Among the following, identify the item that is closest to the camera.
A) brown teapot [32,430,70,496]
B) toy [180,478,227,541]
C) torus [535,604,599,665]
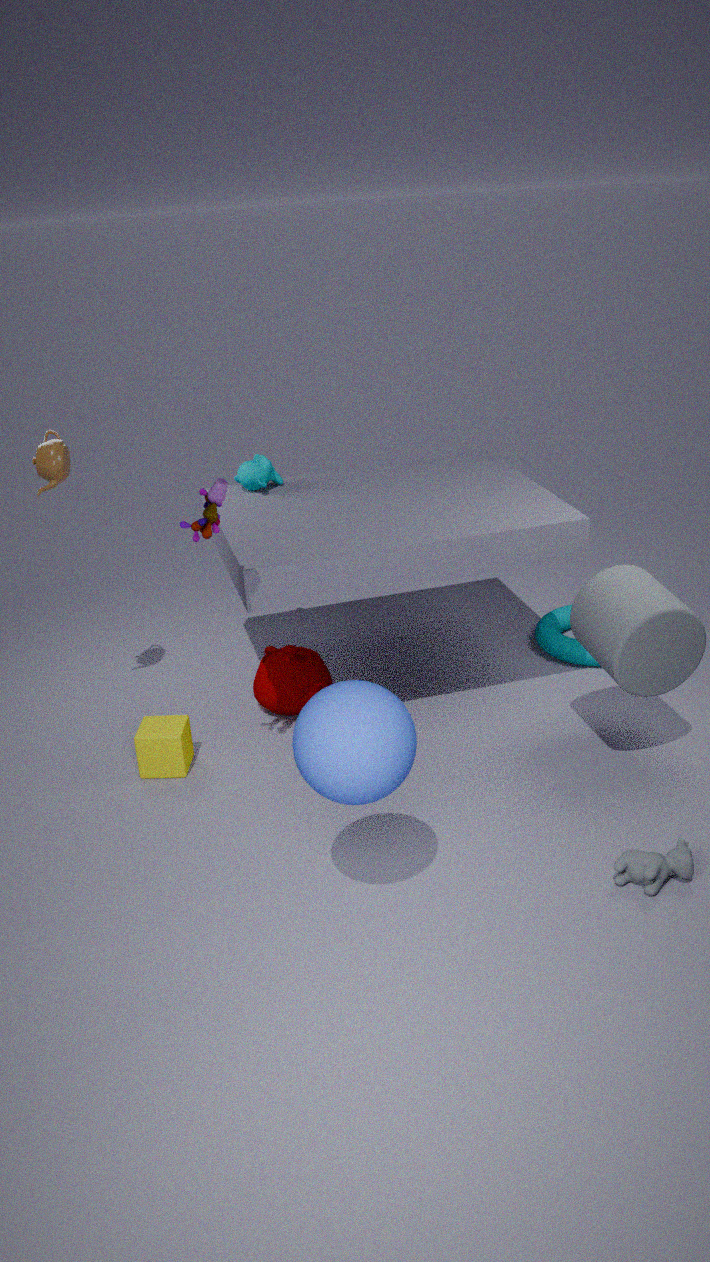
toy [180,478,227,541]
